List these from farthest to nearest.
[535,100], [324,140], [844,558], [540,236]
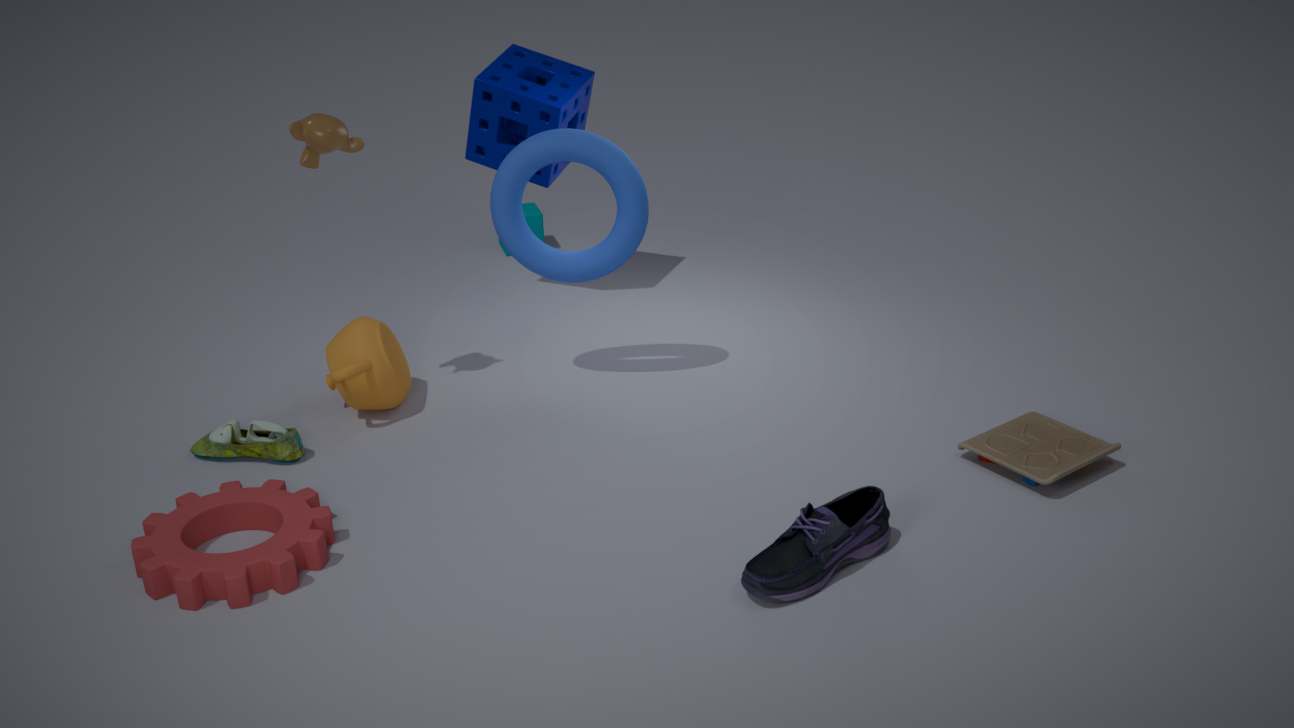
1. [540,236]
2. [535,100]
3. [324,140]
4. [844,558]
